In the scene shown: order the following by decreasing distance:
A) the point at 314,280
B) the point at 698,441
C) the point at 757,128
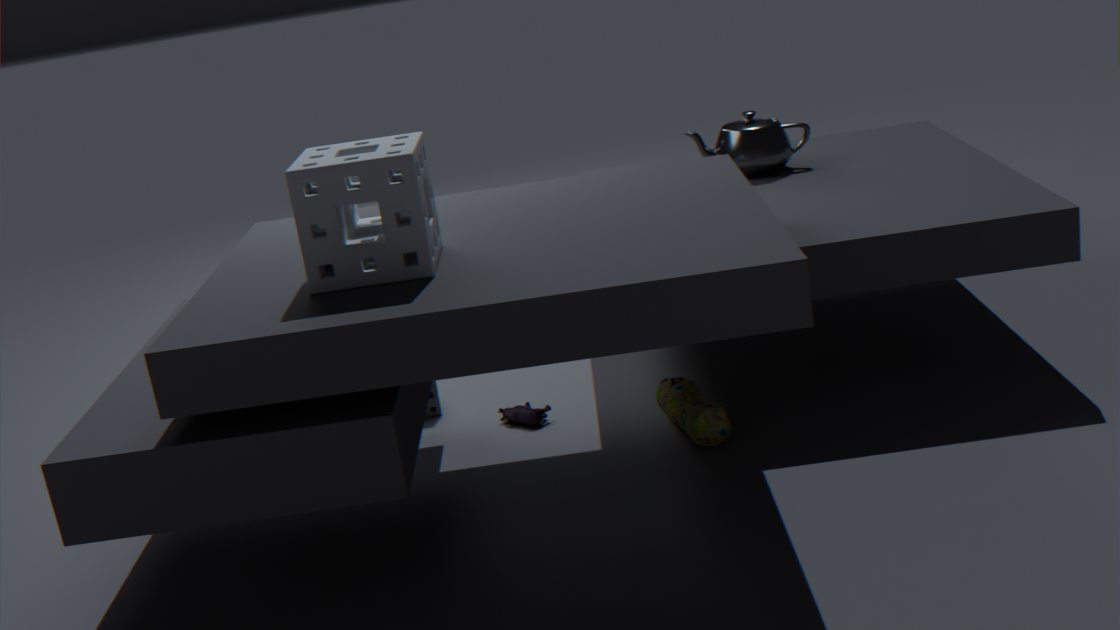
1. the point at 757,128
2. the point at 698,441
3. the point at 314,280
